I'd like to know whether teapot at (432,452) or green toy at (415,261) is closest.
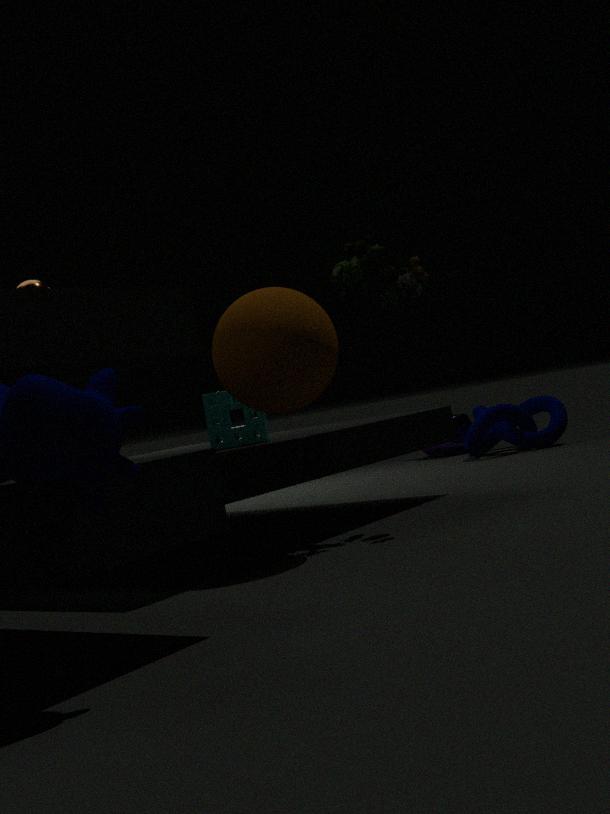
green toy at (415,261)
